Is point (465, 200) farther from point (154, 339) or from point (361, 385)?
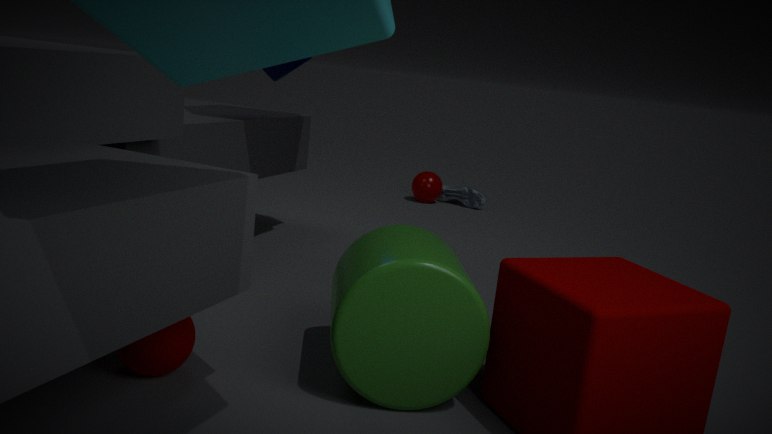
point (154, 339)
